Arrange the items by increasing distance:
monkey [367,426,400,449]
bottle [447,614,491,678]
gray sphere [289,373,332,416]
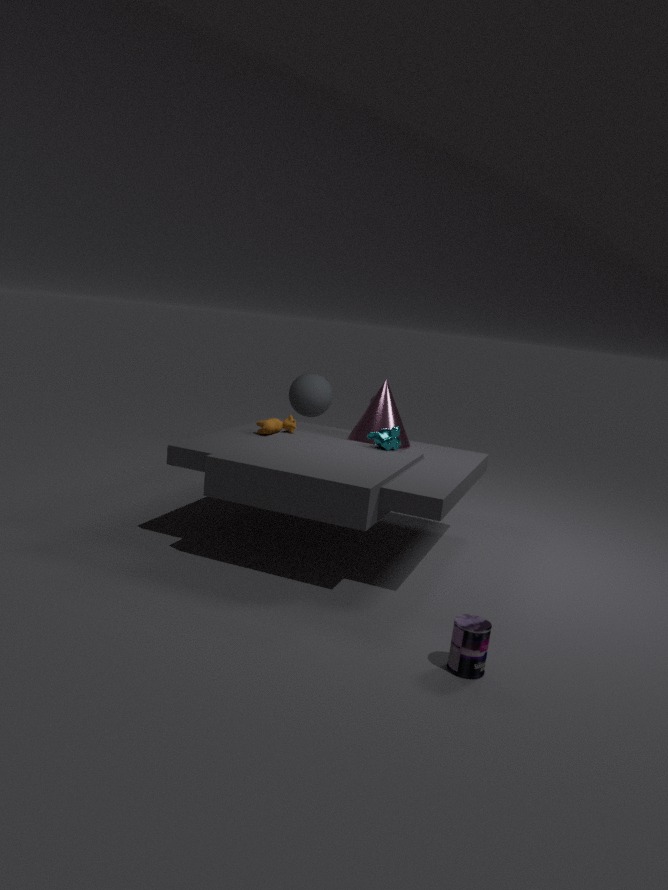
bottle [447,614,491,678] → monkey [367,426,400,449] → gray sphere [289,373,332,416]
